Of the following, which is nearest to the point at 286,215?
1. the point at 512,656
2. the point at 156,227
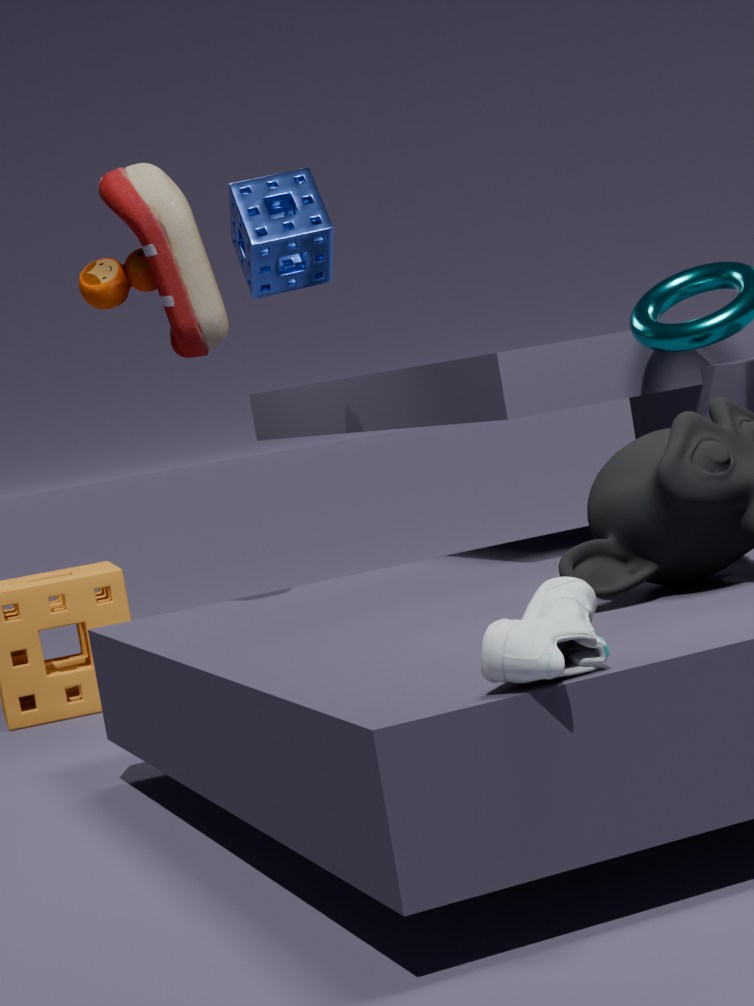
the point at 156,227
